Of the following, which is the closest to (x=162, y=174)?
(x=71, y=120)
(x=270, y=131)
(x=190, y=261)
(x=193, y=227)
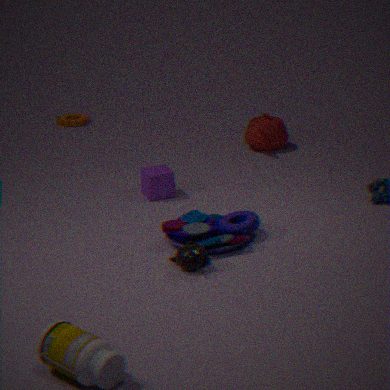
(x=193, y=227)
